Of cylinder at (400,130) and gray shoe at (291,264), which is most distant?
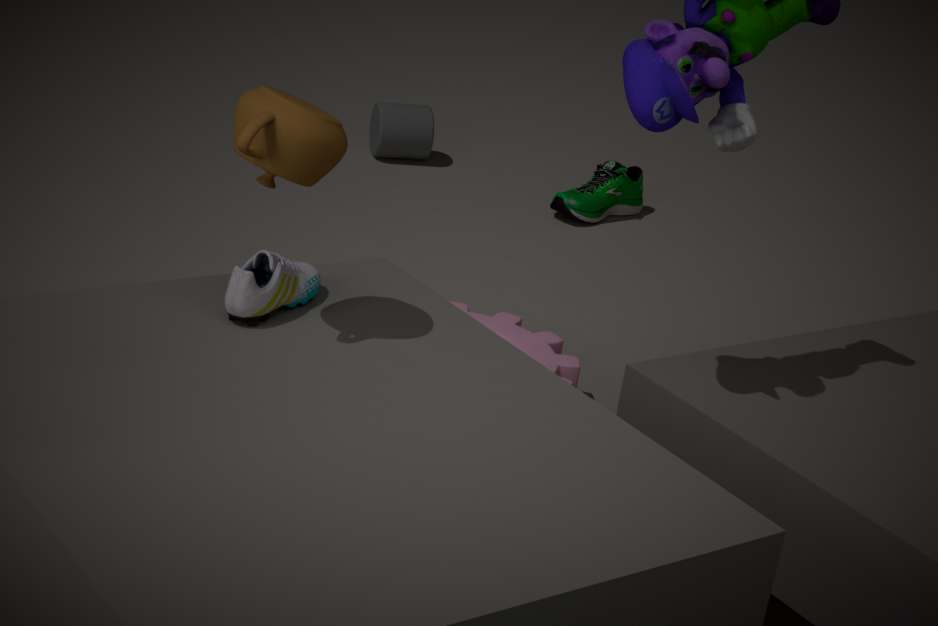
cylinder at (400,130)
